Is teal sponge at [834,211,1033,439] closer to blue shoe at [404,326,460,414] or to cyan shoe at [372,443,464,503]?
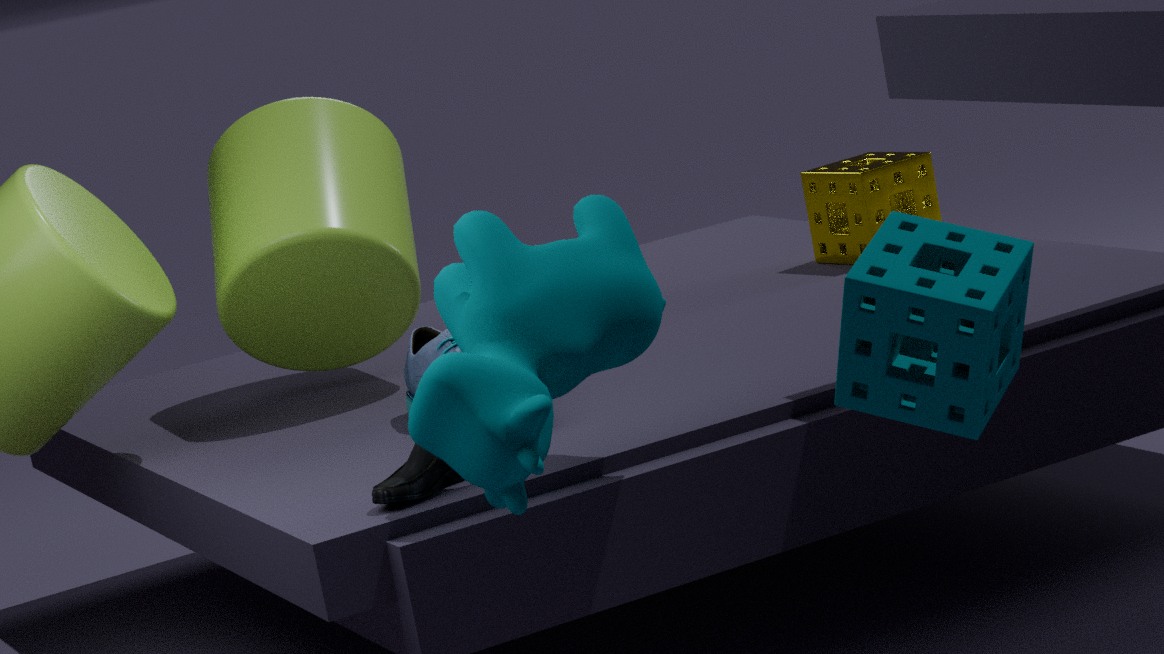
cyan shoe at [372,443,464,503]
